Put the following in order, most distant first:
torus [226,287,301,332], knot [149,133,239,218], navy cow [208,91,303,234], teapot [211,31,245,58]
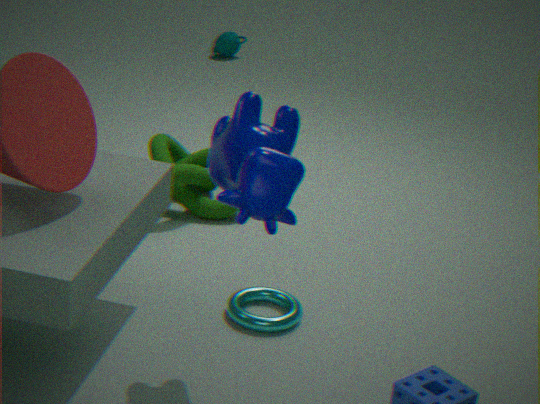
teapot [211,31,245,58]
knot [149,133,239,218]
torus [226,287,301,332]
navy cow [208,91,303,234]
